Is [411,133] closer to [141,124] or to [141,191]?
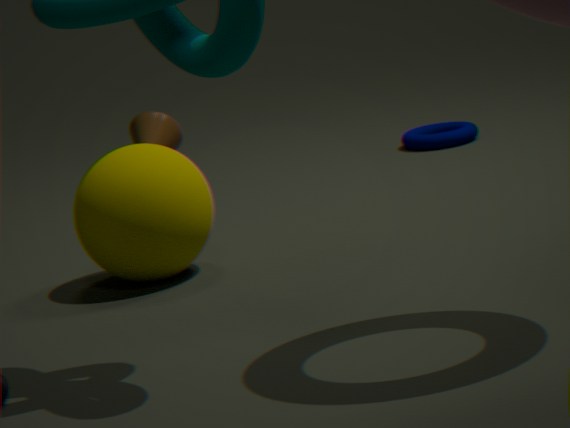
[141,124]
